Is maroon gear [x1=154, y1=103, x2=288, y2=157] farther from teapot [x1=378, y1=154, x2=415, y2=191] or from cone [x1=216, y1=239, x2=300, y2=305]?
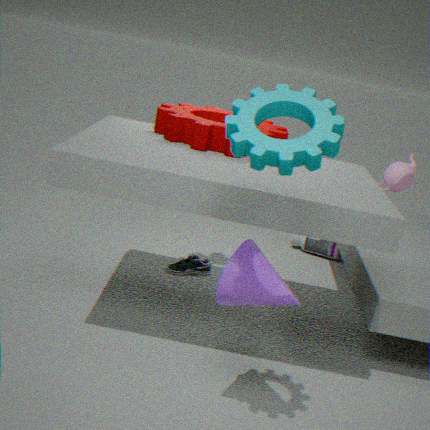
teapot [x1=378, y1=154, x2=415, y2=191]
